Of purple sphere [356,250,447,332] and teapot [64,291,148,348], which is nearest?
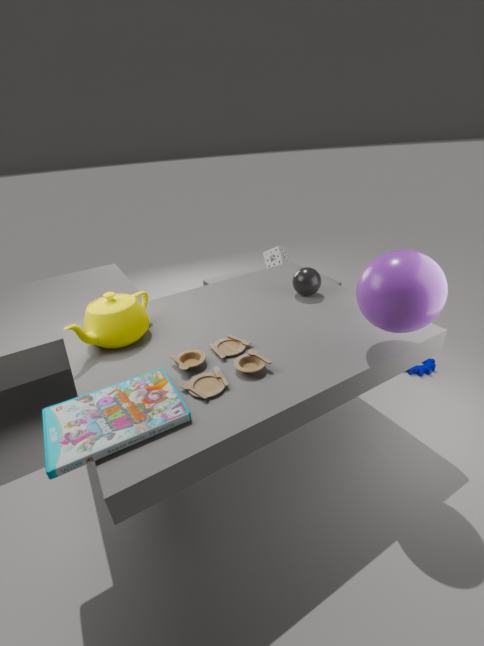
purple sphere [356,250,447,332]
